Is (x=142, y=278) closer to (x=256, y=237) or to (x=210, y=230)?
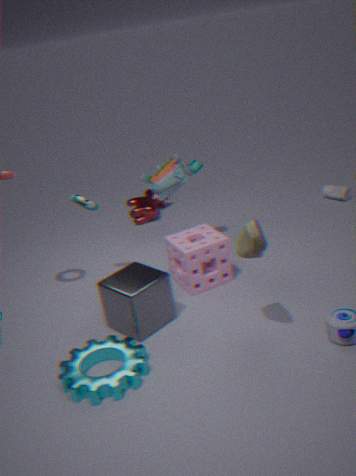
(x=210, y=230)
